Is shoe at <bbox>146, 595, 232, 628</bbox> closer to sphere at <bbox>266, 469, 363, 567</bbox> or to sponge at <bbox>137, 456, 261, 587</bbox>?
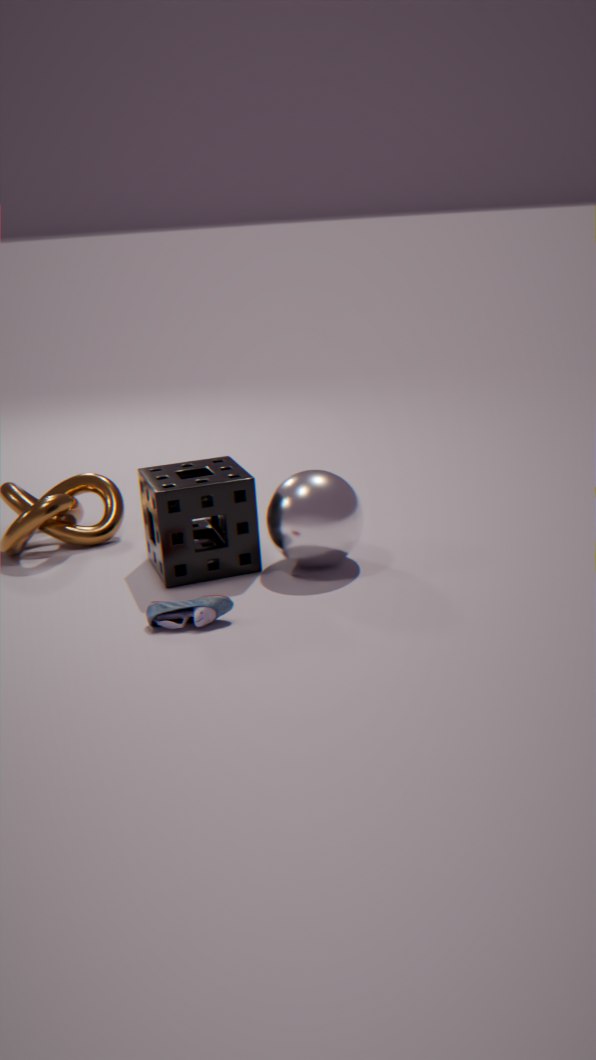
sponge at <bbox>137, 456, 261, 587</bbox>
